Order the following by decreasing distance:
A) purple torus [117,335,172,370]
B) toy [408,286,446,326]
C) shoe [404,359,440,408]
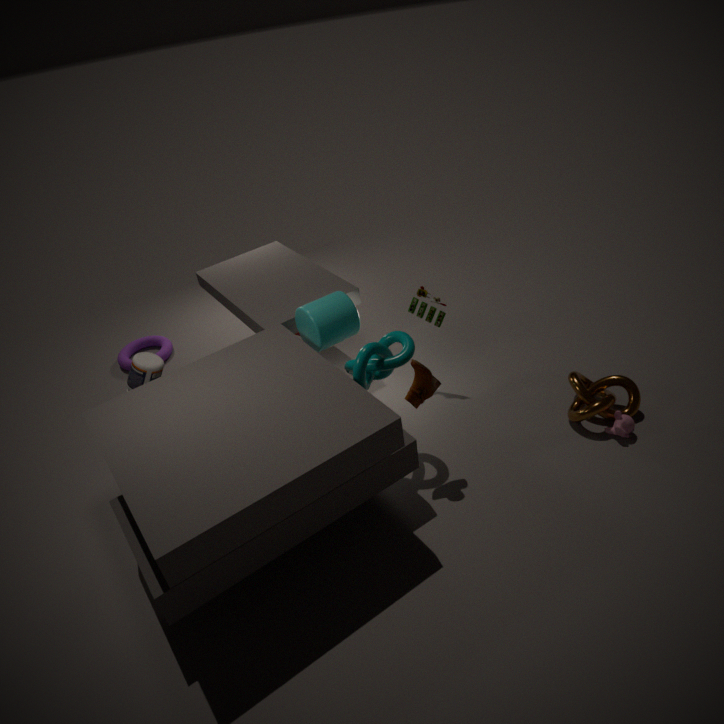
purple torus [117,335,172,370] → toy [408,286,446,326] → shoe [404,359,440,408]
